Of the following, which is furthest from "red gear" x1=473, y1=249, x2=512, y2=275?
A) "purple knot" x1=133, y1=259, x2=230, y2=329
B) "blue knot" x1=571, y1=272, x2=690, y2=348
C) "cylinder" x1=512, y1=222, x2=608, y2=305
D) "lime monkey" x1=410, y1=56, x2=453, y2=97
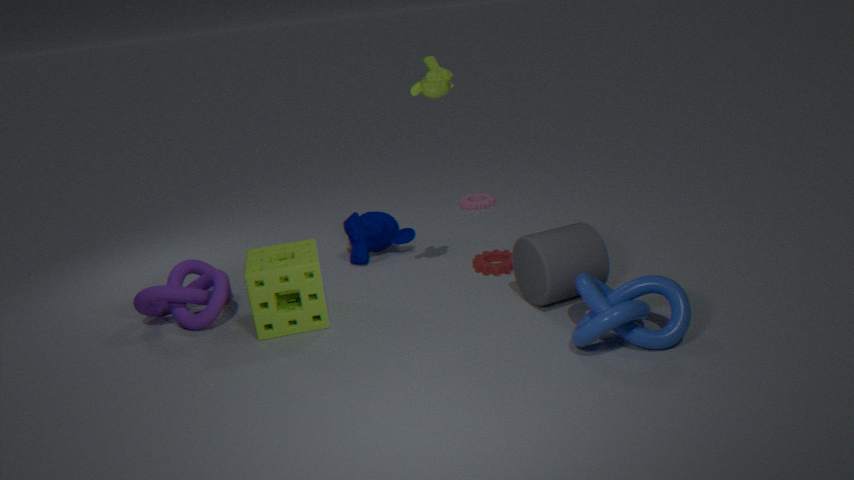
"purple knot" x1=133, y1=259, x2=230, y2=329
